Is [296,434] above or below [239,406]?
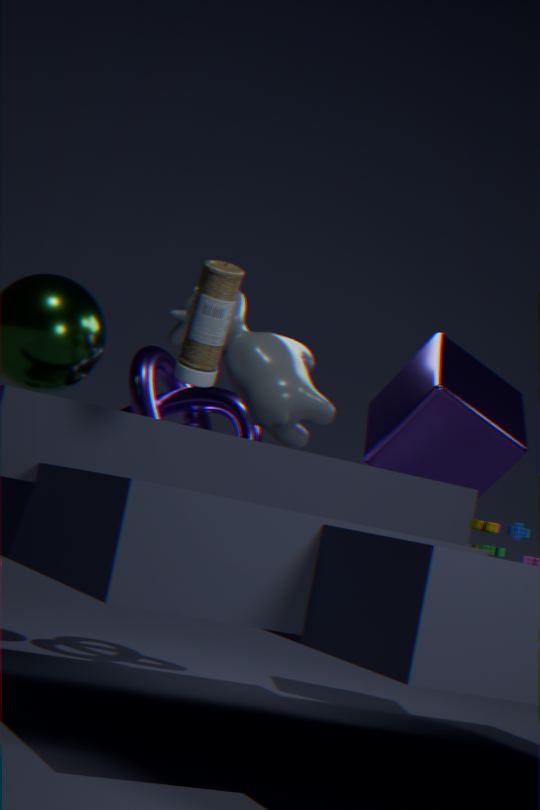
above
